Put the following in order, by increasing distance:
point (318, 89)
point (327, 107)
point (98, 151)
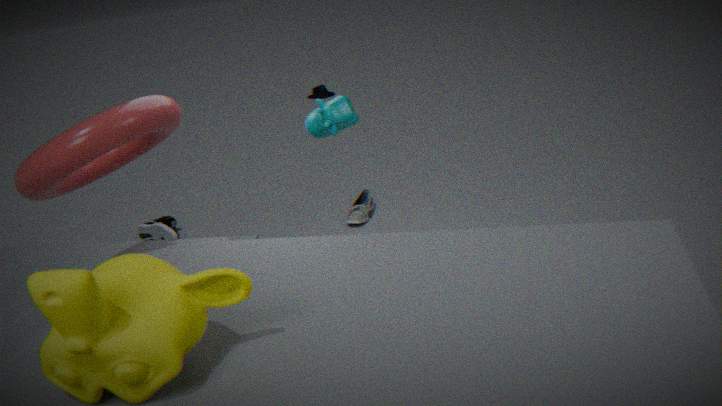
point (98, 151) < point (327, 107) < point (318, 89)
